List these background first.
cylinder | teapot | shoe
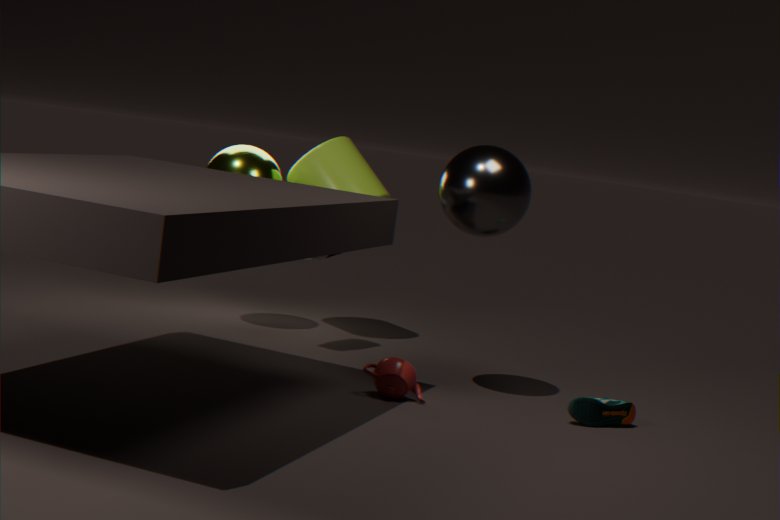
cylinder → shoe → teapot
